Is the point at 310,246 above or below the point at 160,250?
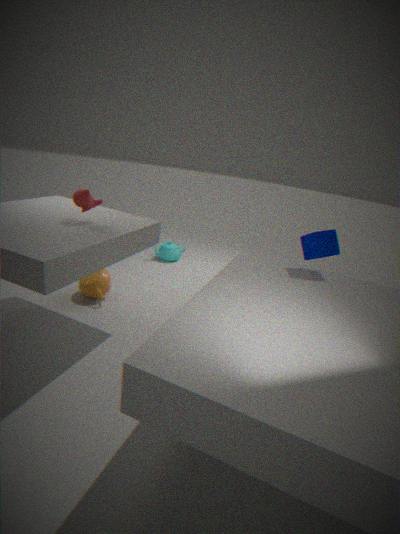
above
